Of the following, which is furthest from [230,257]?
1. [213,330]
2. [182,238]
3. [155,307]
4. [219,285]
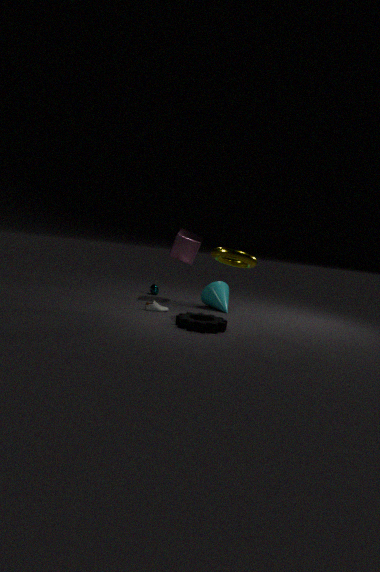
[182,238]
